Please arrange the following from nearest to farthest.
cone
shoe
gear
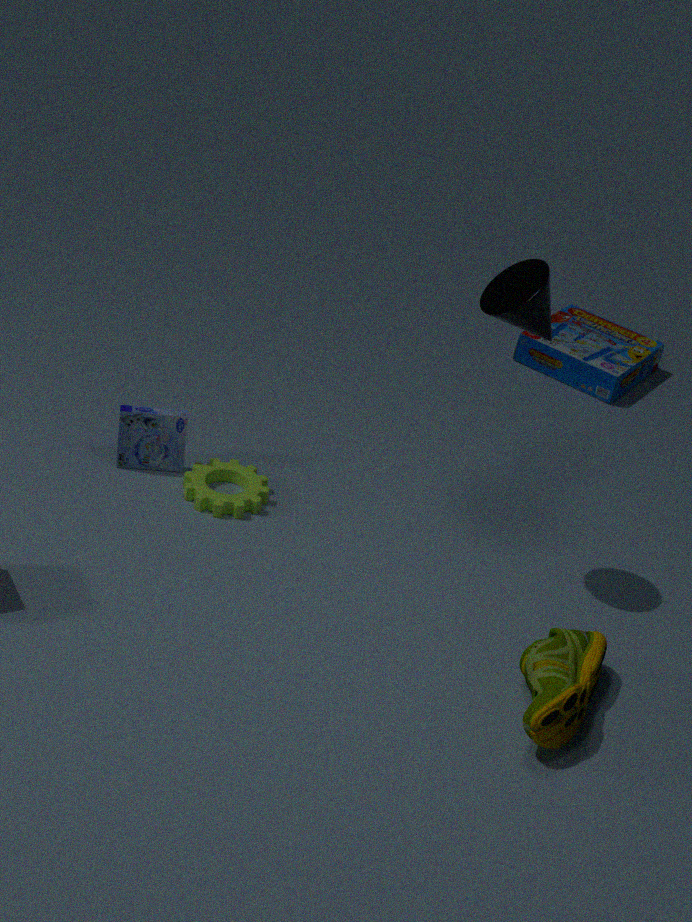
shoe
cone
gear
